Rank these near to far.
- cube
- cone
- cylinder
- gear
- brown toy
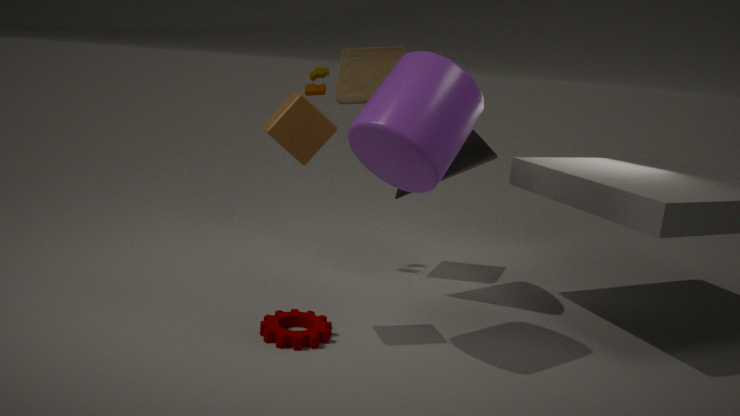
cylinder → cube → gear → cone → brown toy
